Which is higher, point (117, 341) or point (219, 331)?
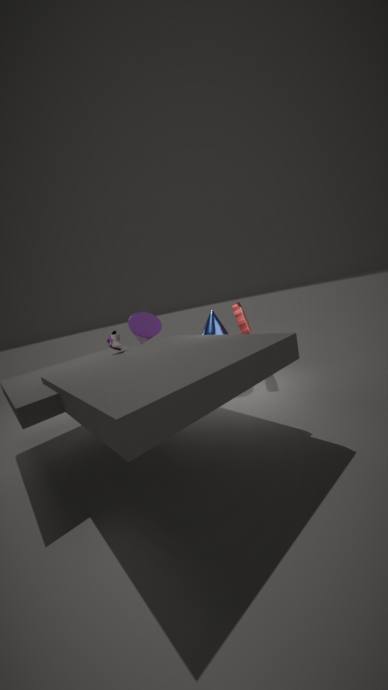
point (117, 341)
